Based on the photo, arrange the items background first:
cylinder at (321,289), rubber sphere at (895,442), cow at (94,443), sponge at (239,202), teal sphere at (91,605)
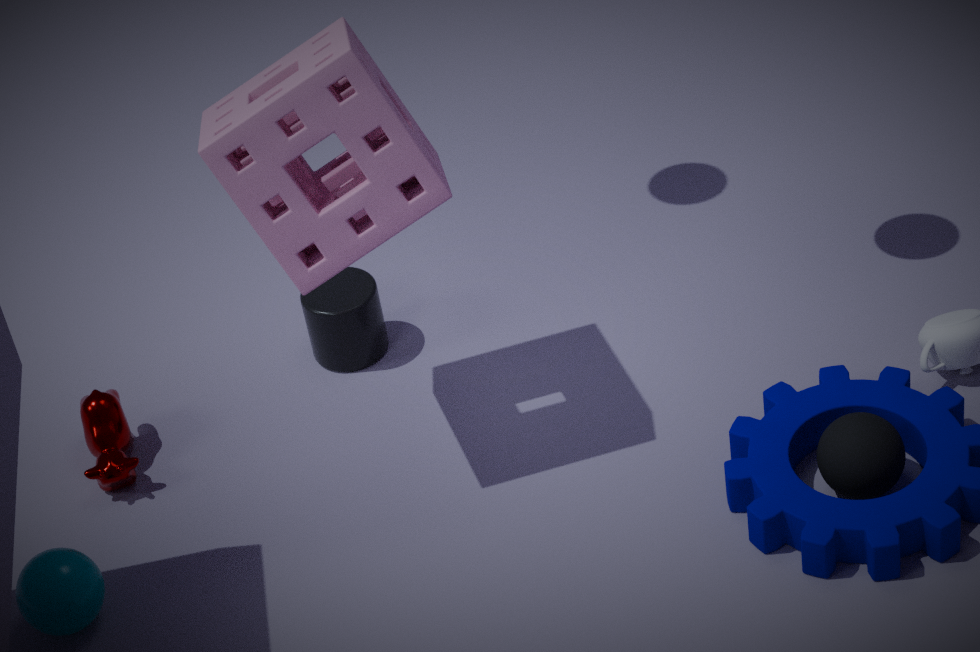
cylinder at (321,289)
cow at (94,443)
teal sphere at (91,605)
rubber sphere at (895,442)
sponge at (239,202)
